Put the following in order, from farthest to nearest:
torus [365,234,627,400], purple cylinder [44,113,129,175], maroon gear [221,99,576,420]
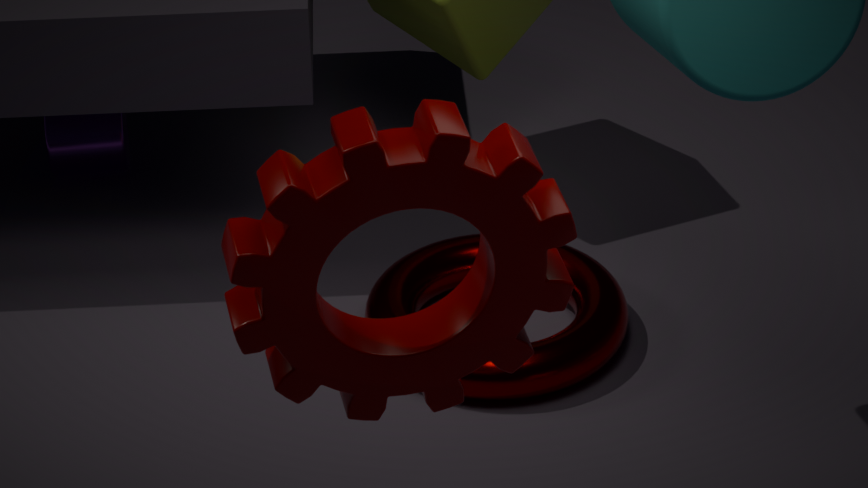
1. purple cylinder [44,113,129,175]
2. torus [365,234,627,400]
3. maroon gear [221,99,576,420]
